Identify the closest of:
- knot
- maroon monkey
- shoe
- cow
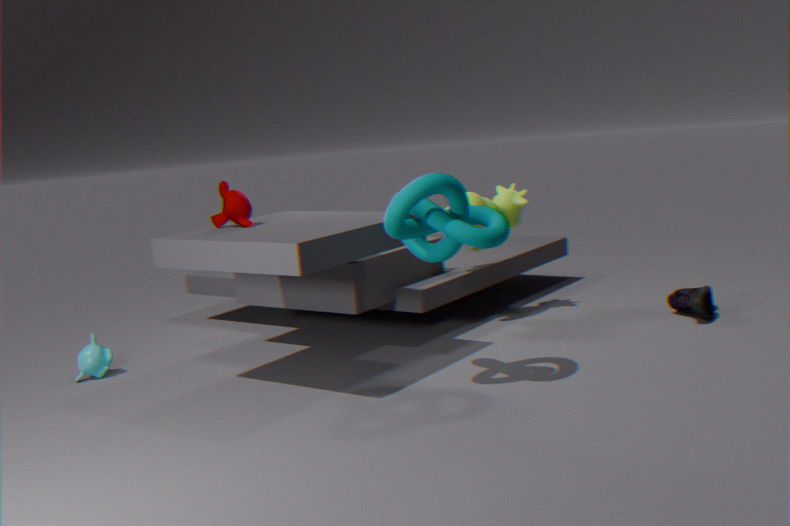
knot
